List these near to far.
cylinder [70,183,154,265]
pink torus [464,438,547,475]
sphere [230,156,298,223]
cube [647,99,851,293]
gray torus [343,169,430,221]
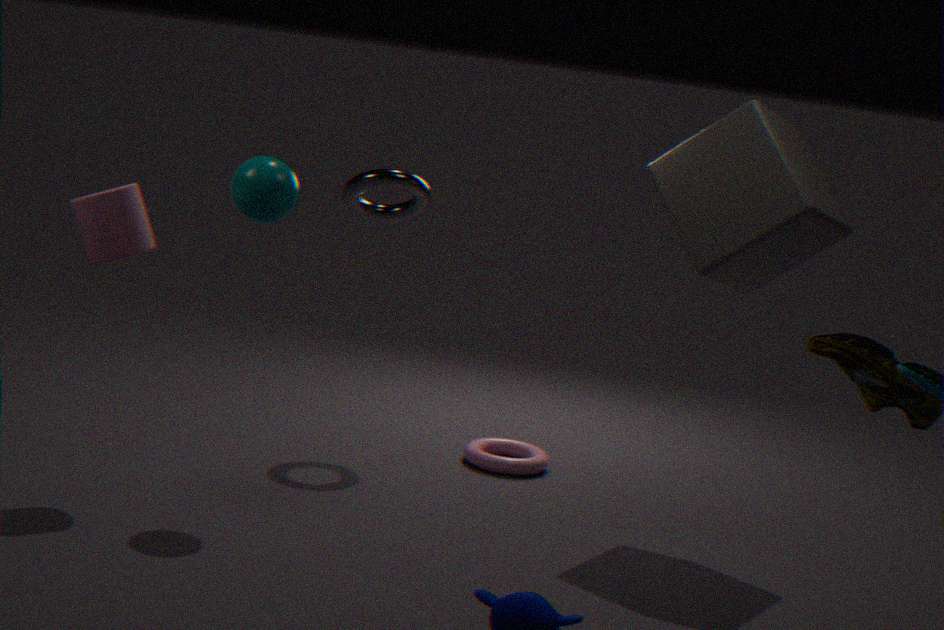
cylinder [70,183,154,265]
sphere [230,156,298,223]
cube [647,99,851,293]
gray torus [343,169,430,221]
pink torus [464,438,547,475]
